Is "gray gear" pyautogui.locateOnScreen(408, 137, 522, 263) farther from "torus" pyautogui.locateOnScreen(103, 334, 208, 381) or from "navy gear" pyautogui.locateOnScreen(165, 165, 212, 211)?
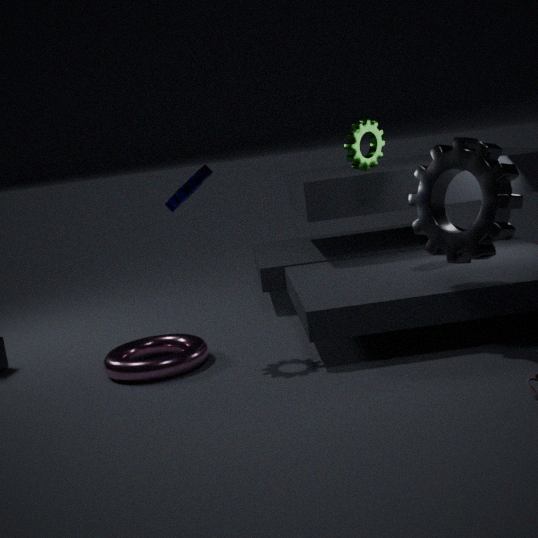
"torus" pyautogui.locateOnScreen(103, 334, 208, 381)
